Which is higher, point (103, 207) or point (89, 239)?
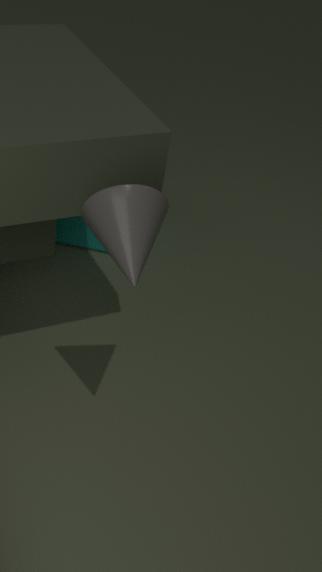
point (103, 207)
